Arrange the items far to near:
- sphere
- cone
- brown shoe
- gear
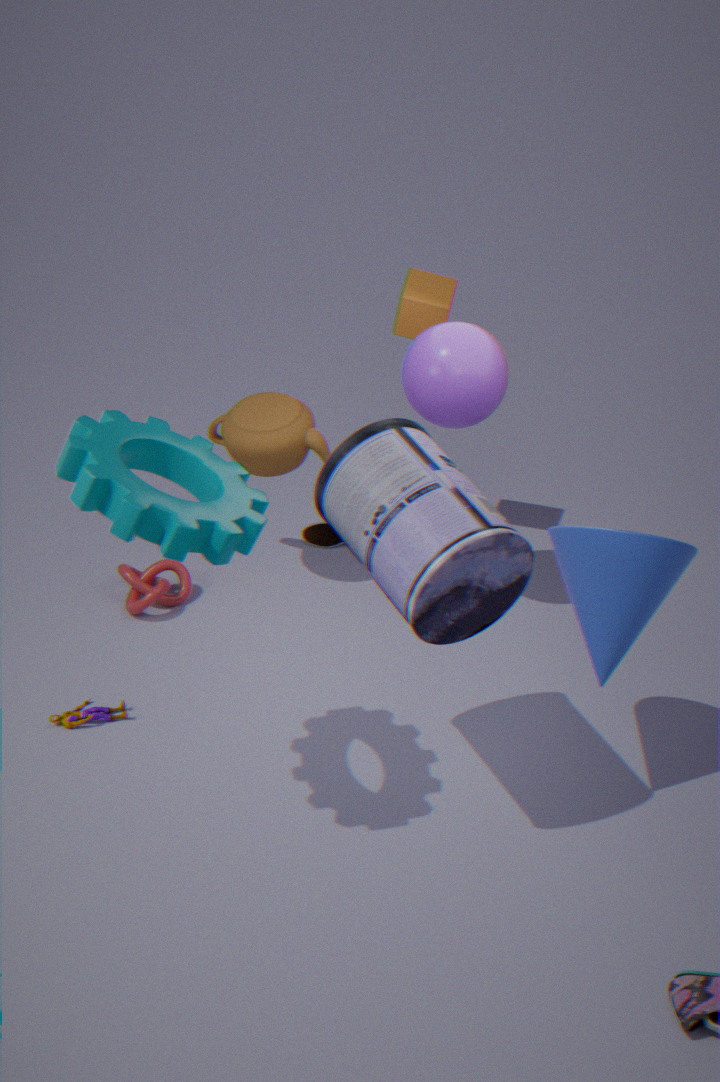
brown shoe, sphere, cone, gear
